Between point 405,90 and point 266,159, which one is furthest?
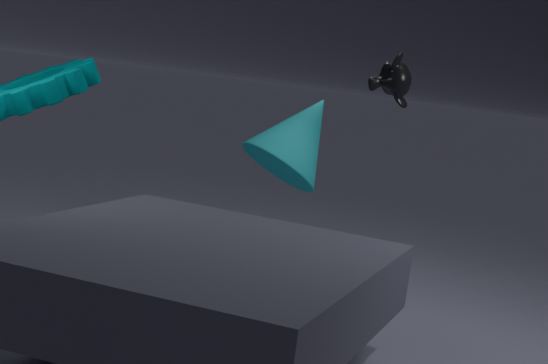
point 266,159
